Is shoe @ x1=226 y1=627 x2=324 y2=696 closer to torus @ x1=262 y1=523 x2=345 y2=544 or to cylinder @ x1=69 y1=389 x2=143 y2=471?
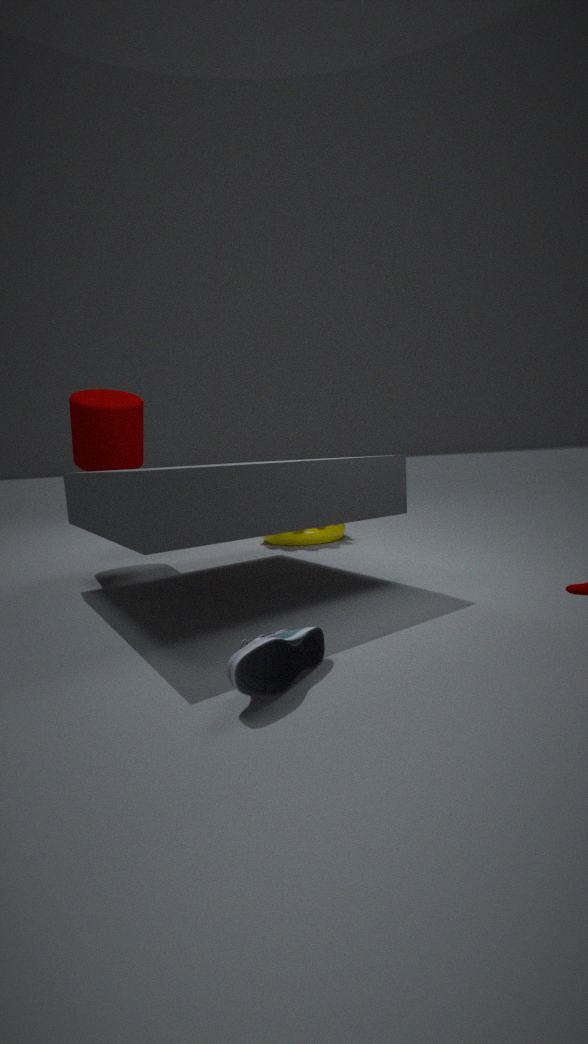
torus @ x1=262 y1=523 x2=345 y2=544
